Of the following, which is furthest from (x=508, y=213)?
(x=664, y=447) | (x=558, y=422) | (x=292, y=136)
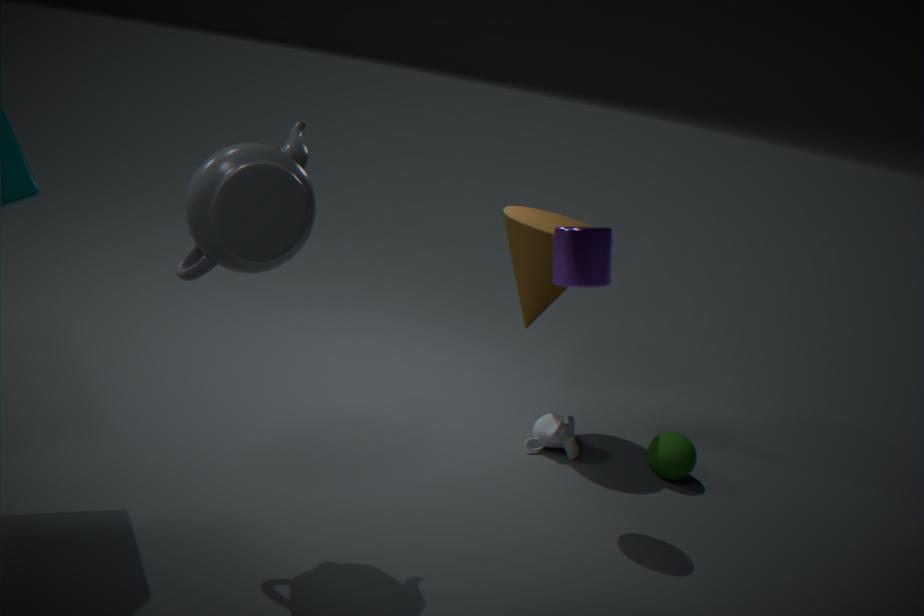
(x=292, y=136)
